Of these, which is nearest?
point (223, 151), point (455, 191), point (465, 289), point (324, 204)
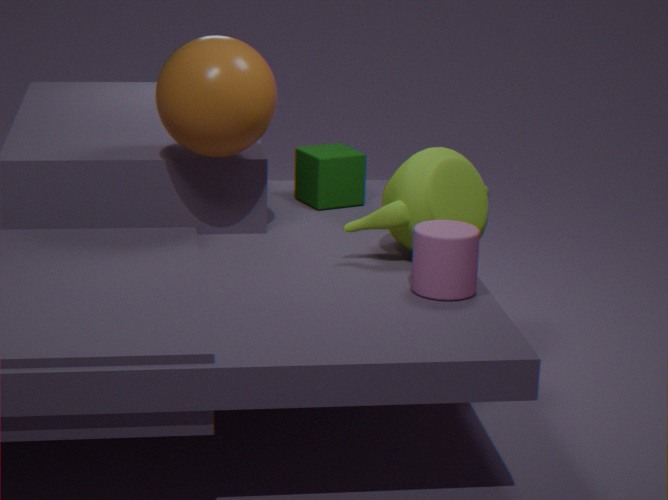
point (465, 289)
